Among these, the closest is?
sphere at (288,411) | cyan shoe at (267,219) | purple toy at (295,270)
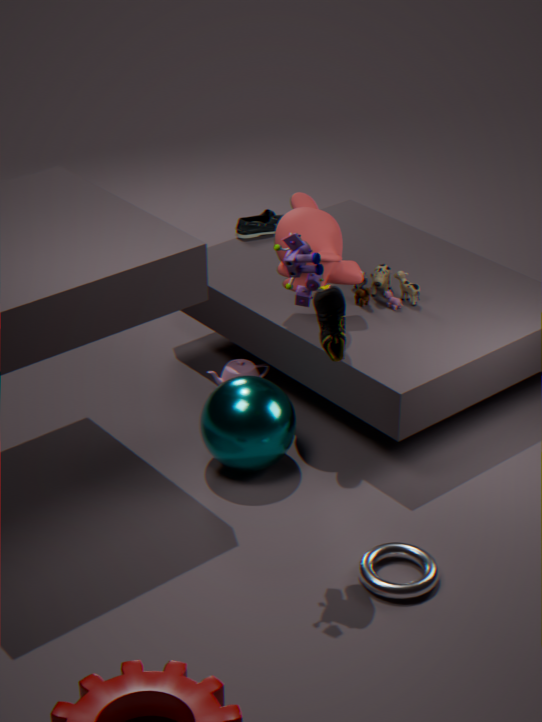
purple toy at (295,270)
